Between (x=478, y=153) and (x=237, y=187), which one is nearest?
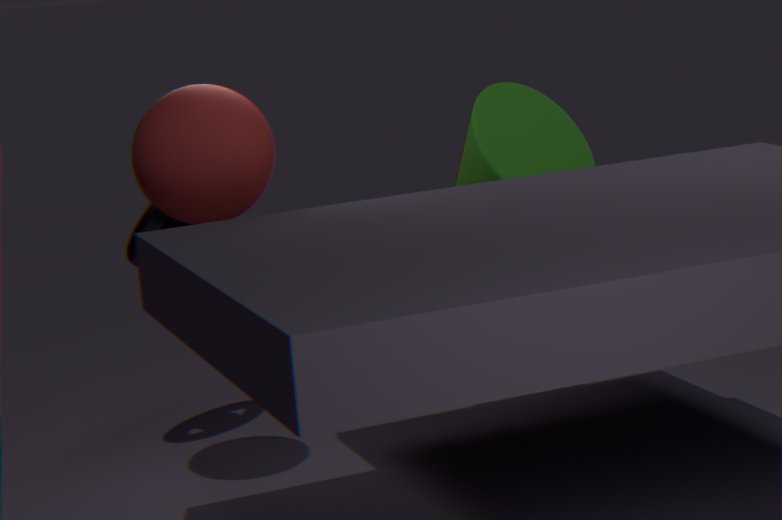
A: (x=237, y=187)
